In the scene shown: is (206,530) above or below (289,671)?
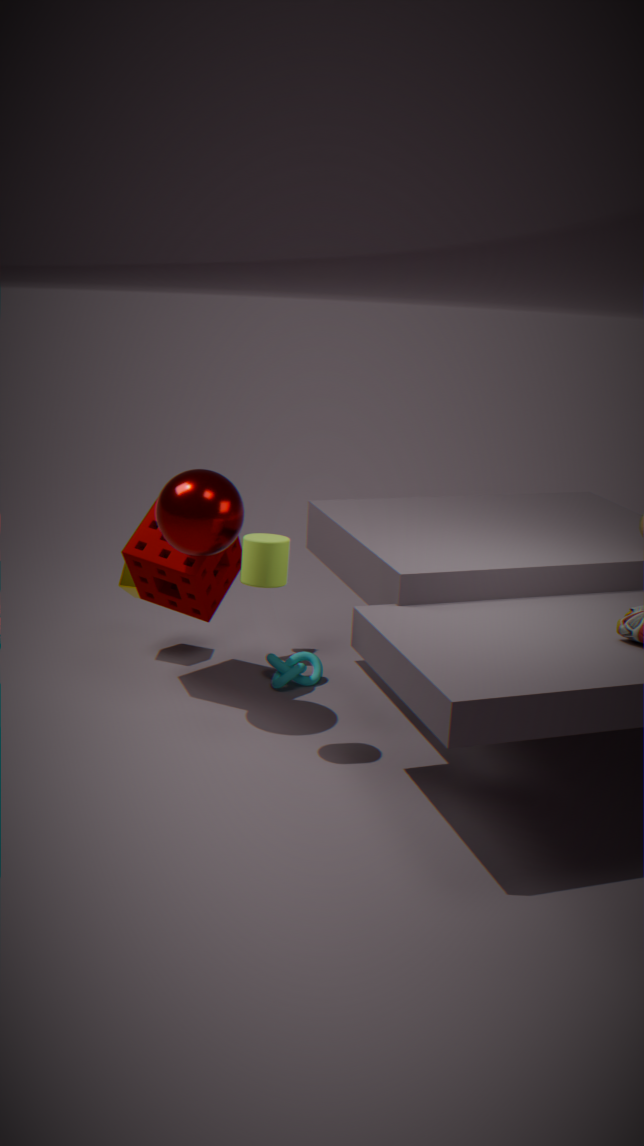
above
